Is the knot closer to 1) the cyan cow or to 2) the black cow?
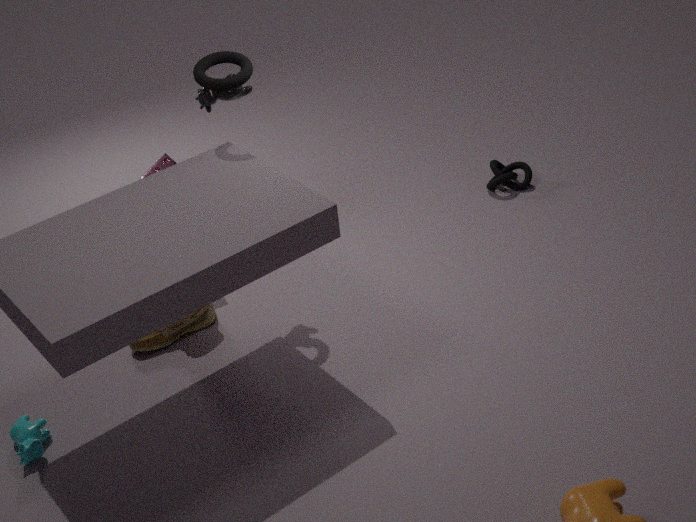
2) the black cow
